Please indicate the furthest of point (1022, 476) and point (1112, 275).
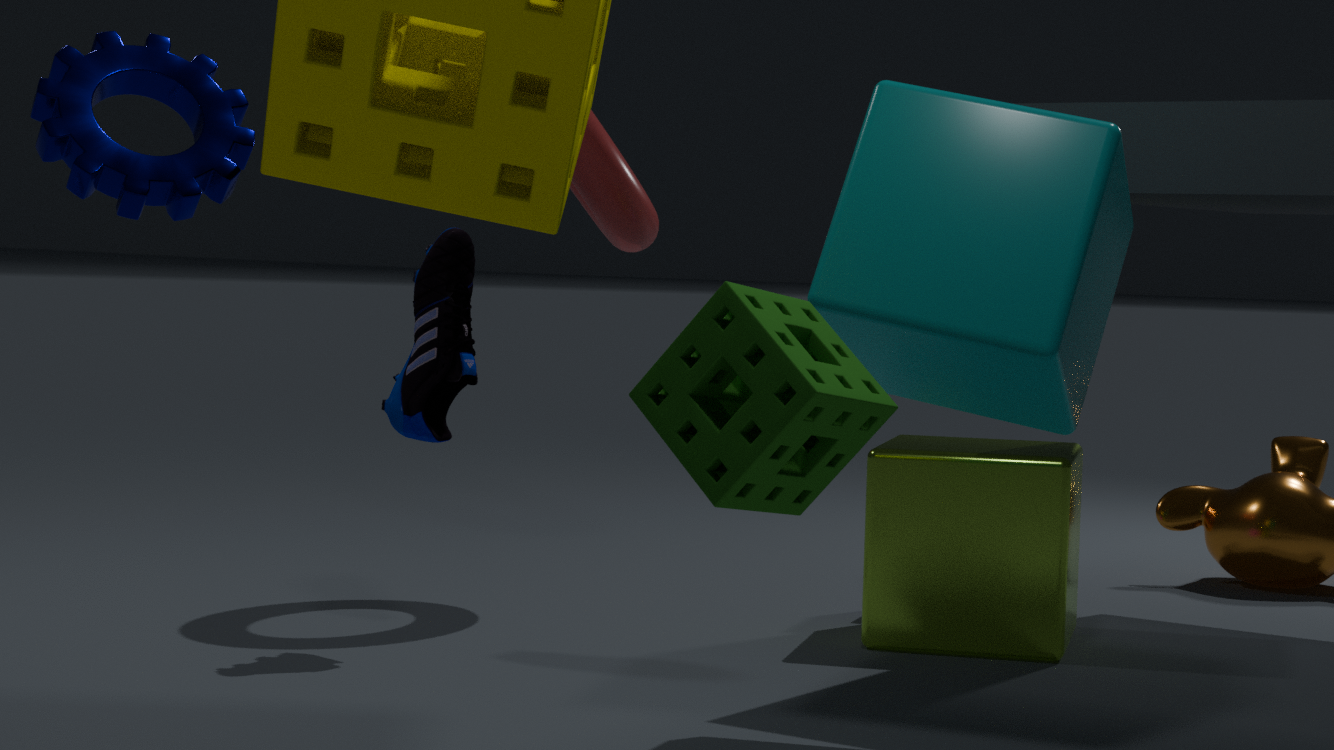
point (1022, 476)
